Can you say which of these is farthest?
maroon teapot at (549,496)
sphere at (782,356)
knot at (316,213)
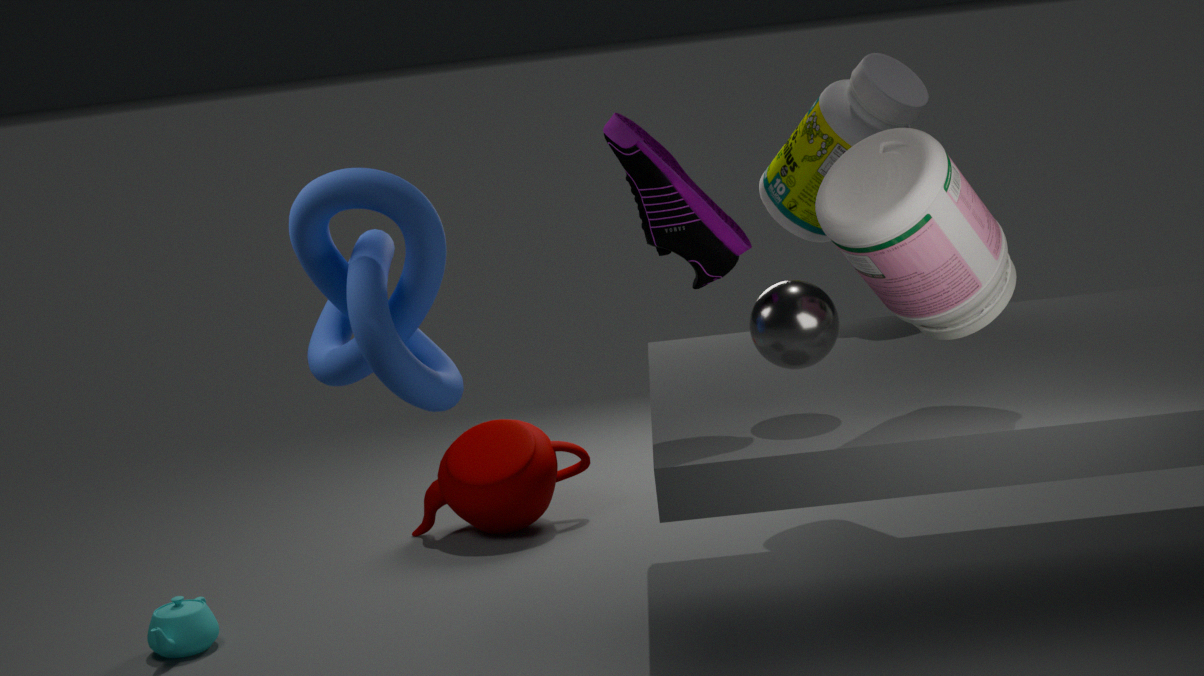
maroon teapot at (549,496)
